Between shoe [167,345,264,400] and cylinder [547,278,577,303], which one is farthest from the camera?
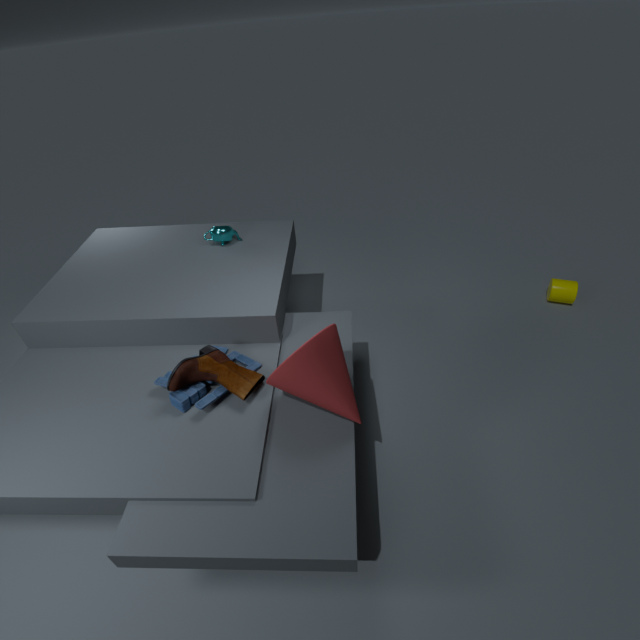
cylinder [547,278,577,303]
